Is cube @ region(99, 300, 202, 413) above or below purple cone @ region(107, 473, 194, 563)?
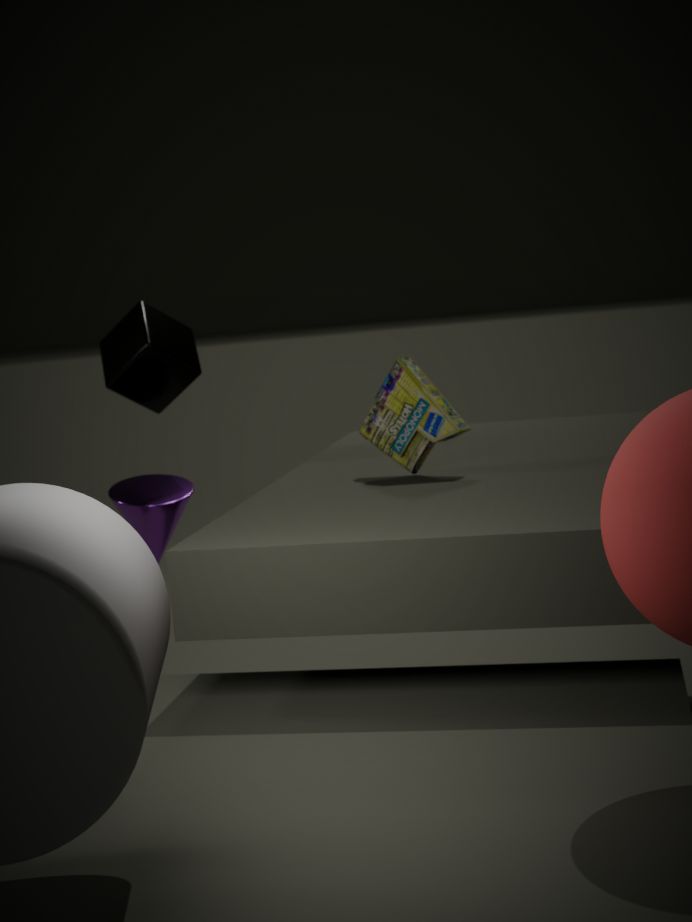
above
